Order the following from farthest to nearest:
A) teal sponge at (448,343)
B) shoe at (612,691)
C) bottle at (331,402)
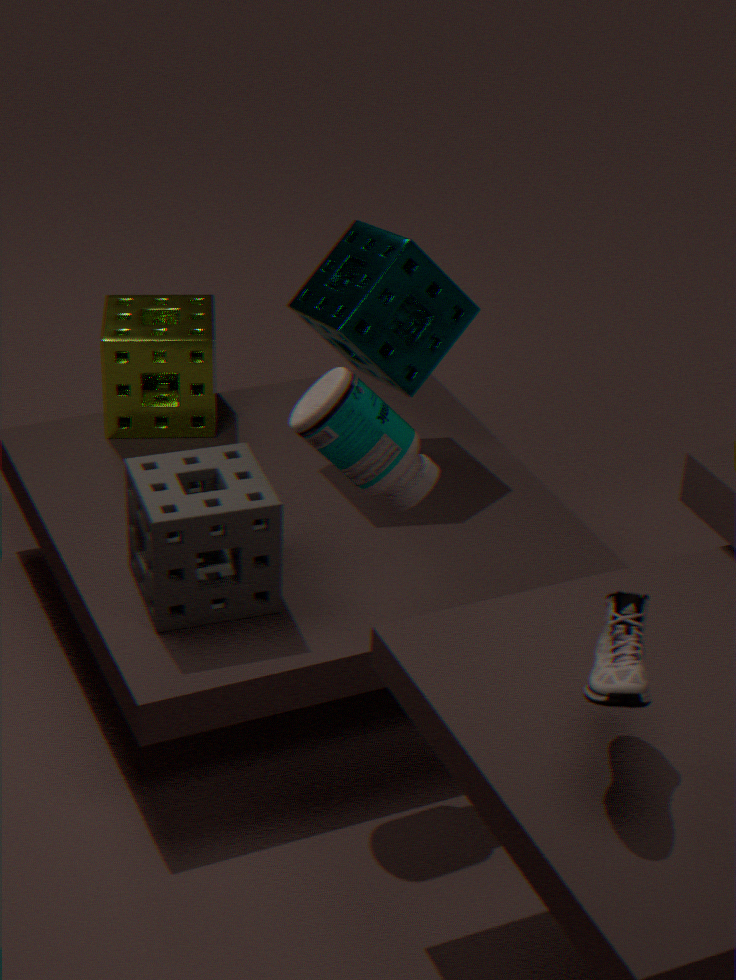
teal sponge at (448,343)
bottle at (331,402)
shoe at (612,691)
